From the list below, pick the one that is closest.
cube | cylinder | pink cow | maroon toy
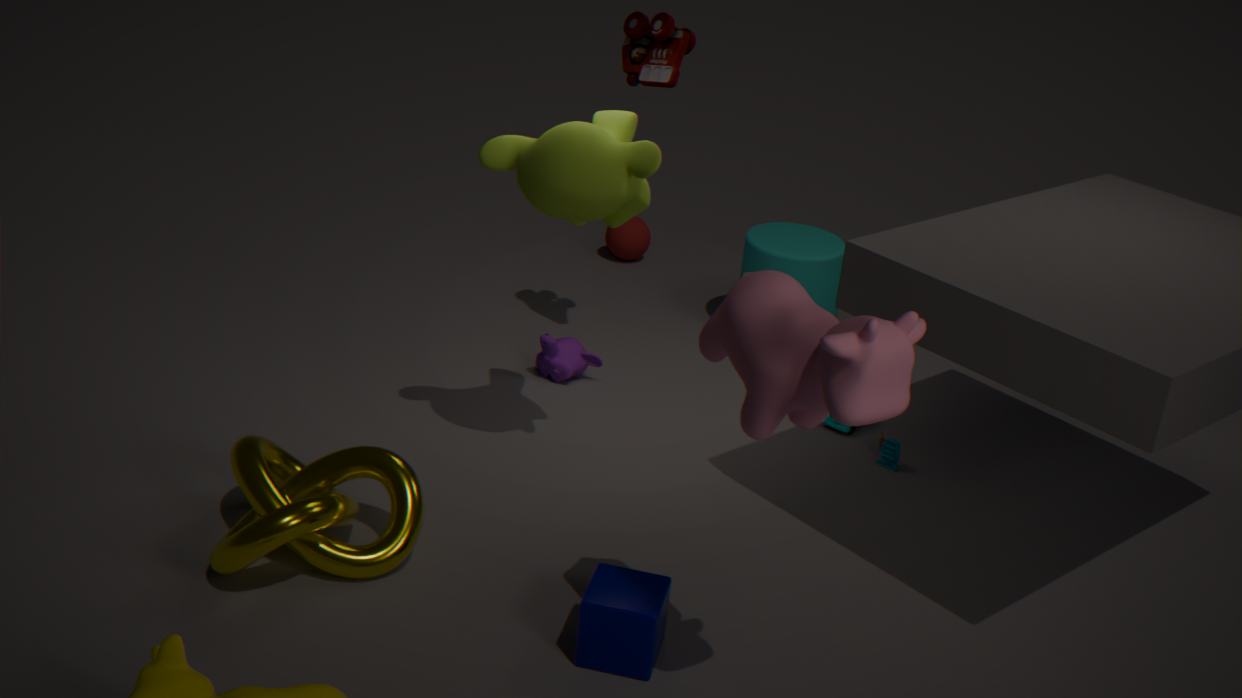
pink cow
